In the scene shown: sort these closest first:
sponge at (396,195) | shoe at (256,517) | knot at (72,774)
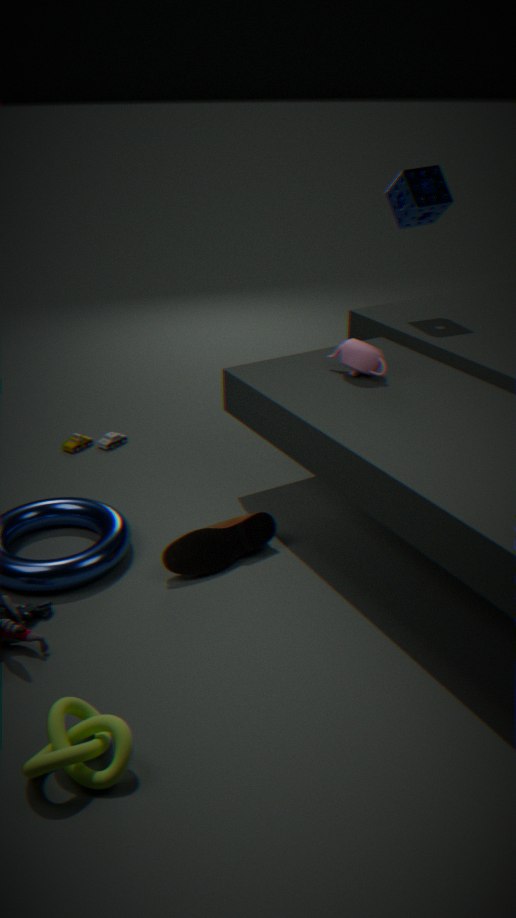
knot at (72,774), shoe at (256,517), sponge at (396,195)
